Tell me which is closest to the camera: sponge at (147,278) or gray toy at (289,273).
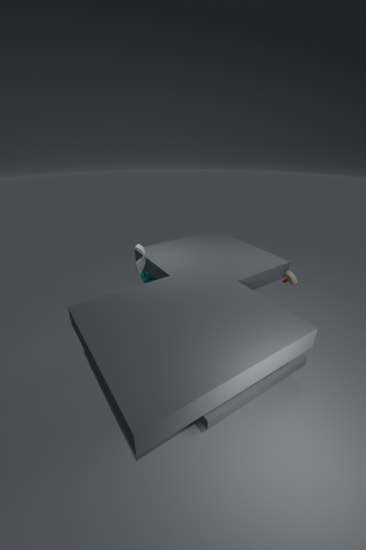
gray toy at (289,273)
